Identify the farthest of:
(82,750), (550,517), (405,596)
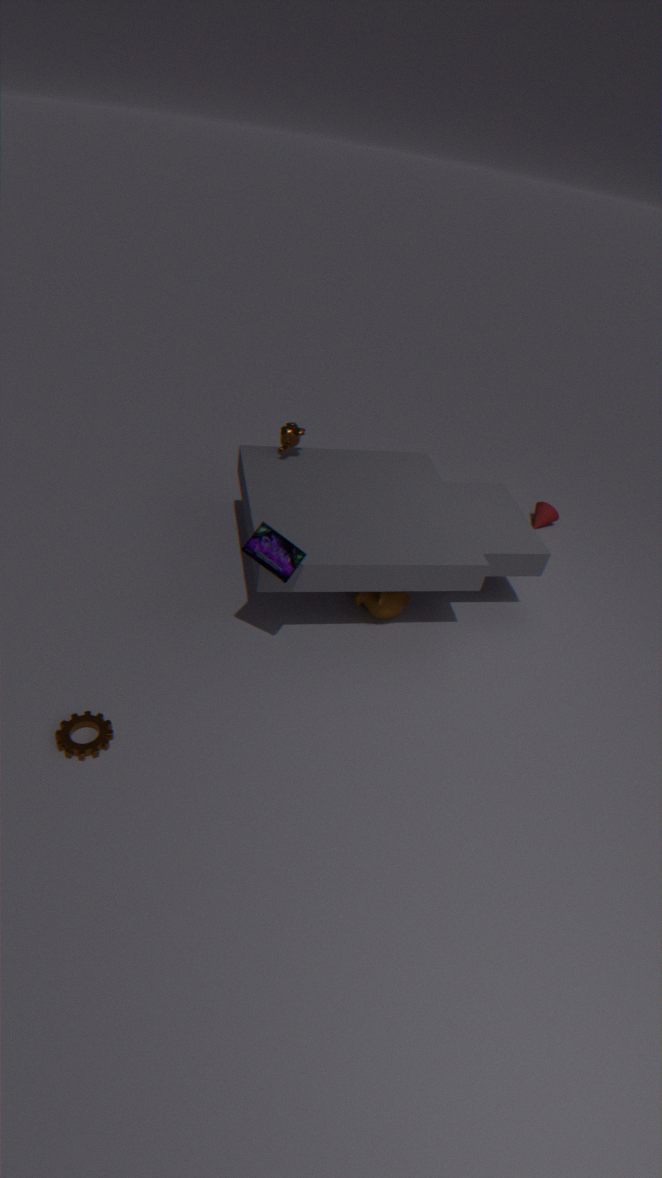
(550,517)
